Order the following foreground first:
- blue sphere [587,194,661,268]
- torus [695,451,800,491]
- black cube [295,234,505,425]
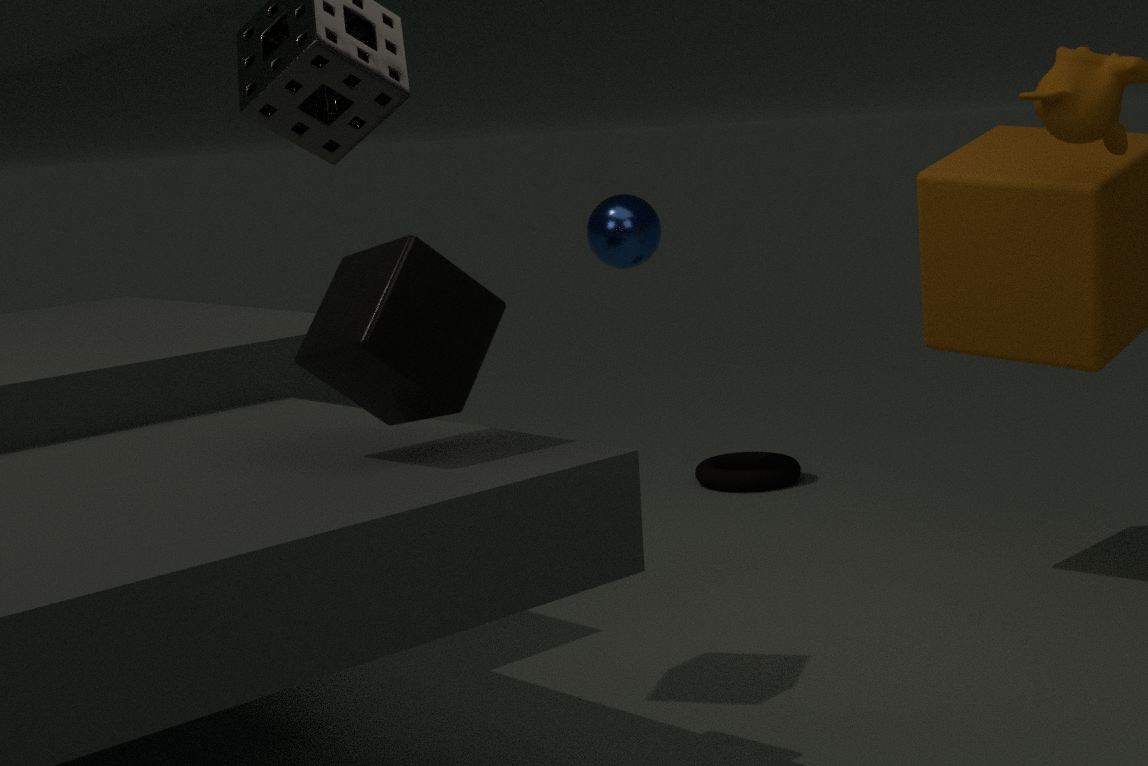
1. black cube [295,234,505,425]
2. blue sphere [587,194,661,268]
3. torus [695,451,800,491]
